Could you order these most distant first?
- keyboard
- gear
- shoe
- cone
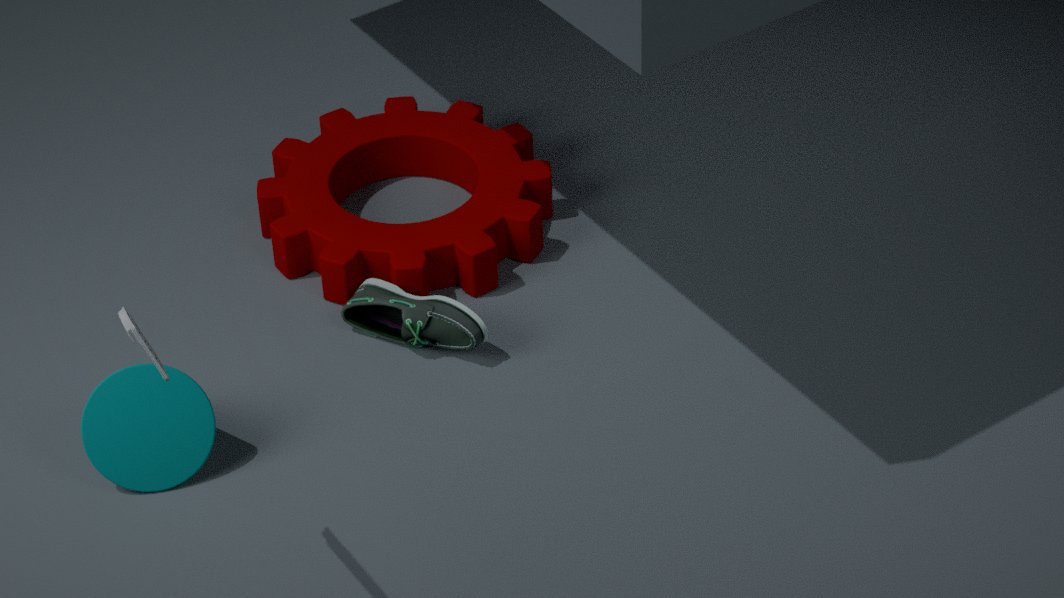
1. gear
2. shoe
3. cone
4. keyboard
